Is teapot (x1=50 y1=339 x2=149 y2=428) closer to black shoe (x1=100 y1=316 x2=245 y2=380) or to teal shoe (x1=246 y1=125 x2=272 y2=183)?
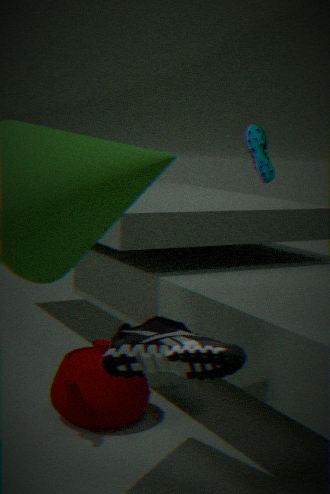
black shoe (x1=100 y1=316 x2=245 y2=380)
